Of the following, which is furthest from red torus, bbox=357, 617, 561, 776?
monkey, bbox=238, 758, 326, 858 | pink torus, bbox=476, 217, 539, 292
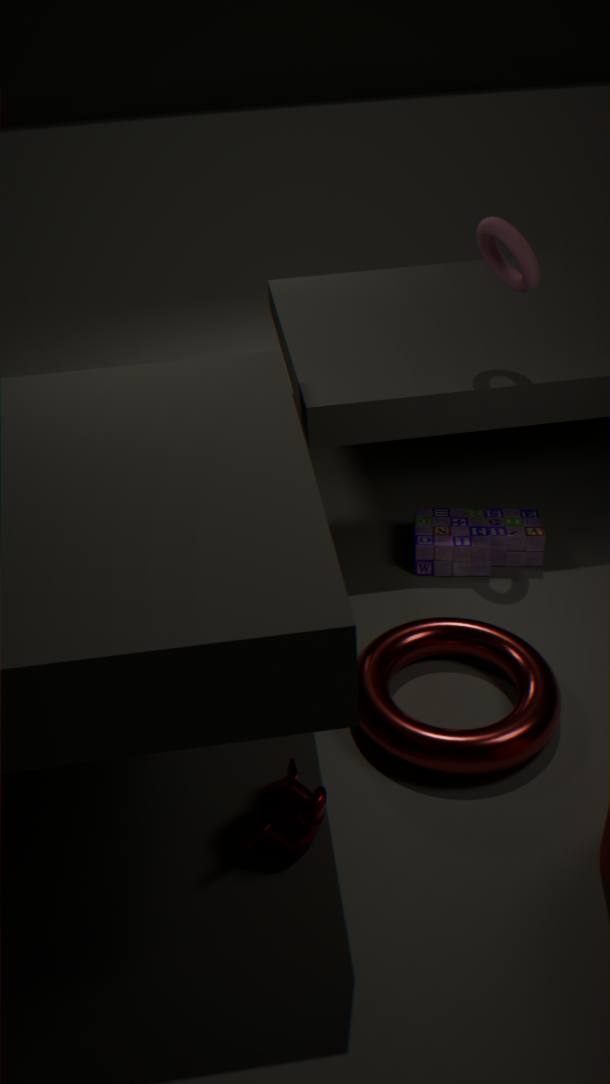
pink torus, bbox=476, 217, 539, 292
